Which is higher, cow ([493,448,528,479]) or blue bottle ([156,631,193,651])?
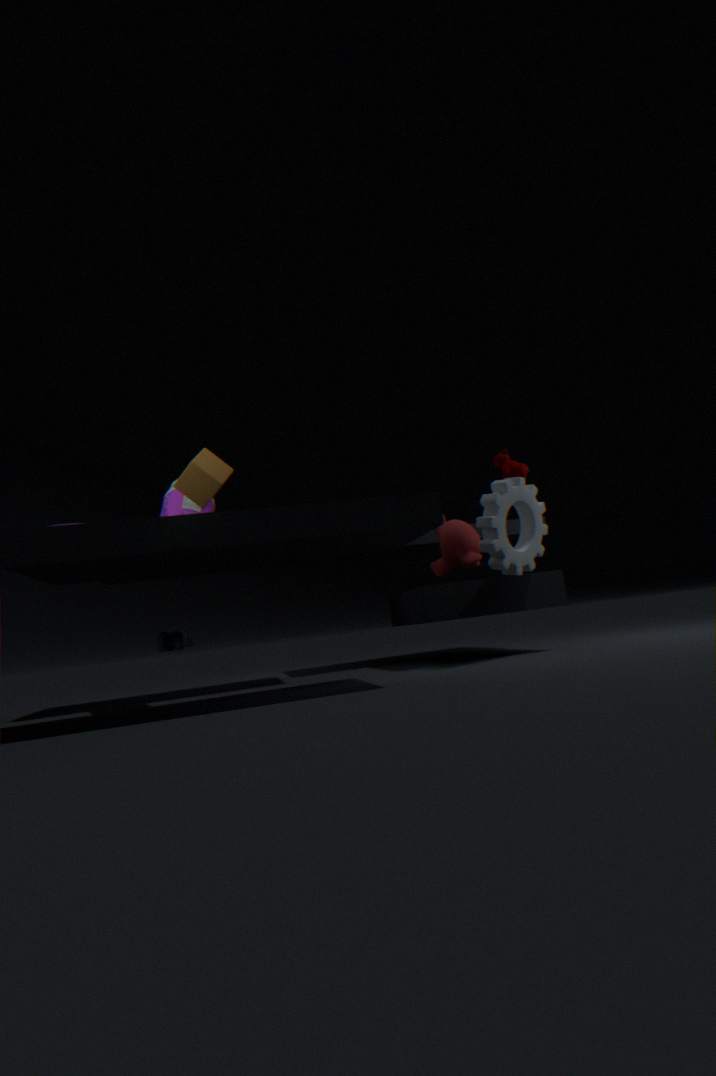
cow ([493,448,528,479])
